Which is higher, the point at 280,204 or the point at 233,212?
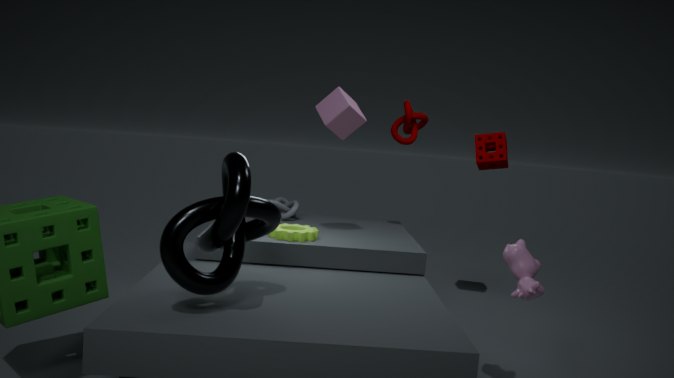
the point at 233,212
